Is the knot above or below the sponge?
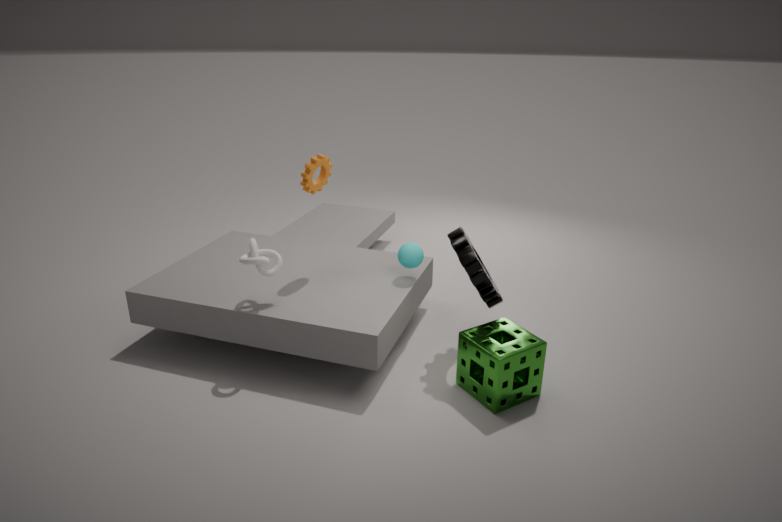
above
